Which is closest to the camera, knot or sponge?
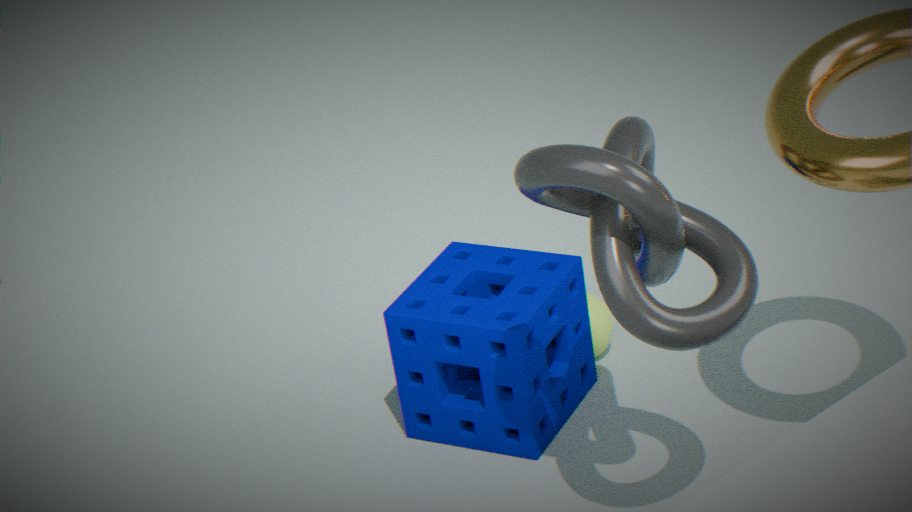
knot
